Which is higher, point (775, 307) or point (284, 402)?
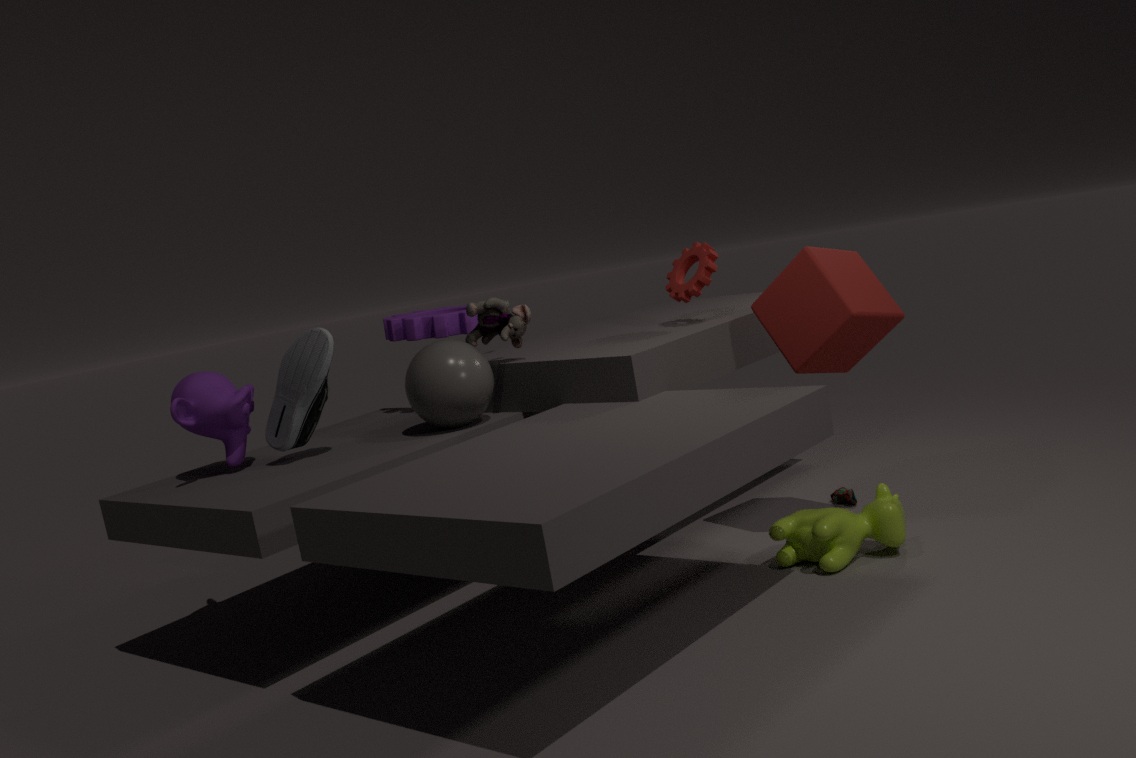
point (284, 402)
